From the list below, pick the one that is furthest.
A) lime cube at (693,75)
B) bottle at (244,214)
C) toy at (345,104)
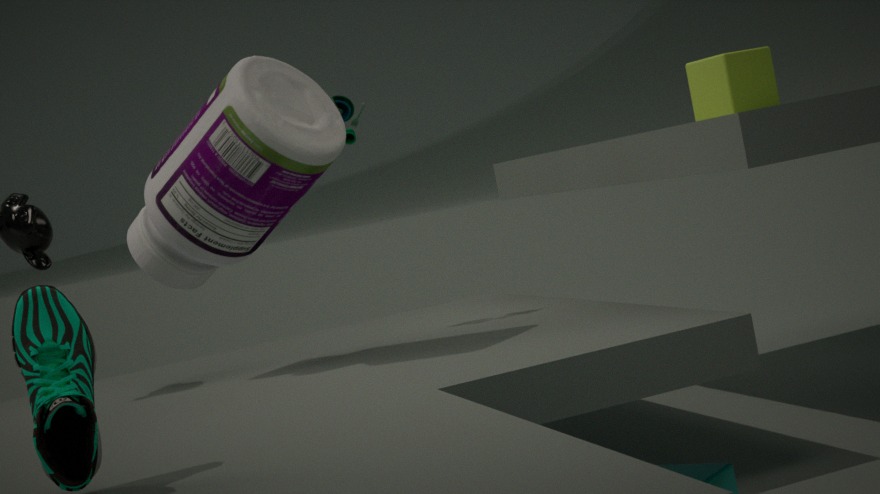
lime cube at (693,75)
